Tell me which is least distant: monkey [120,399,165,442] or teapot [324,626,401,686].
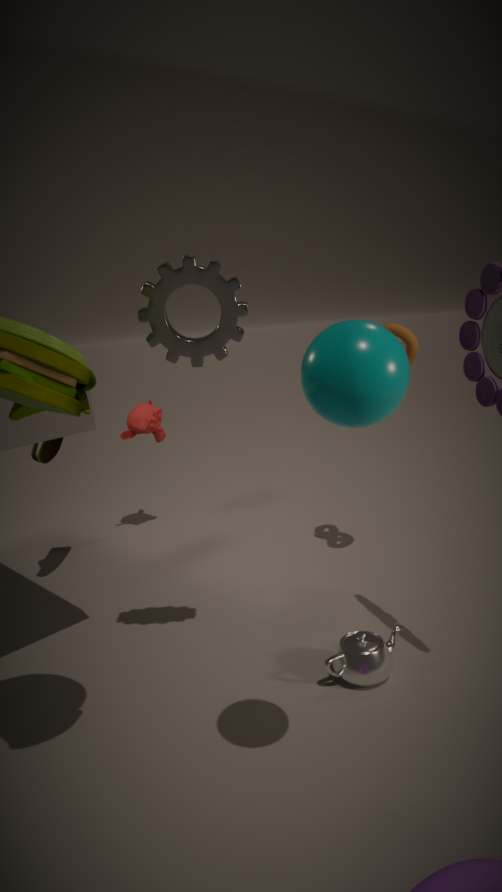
teapot [324,626,401,686]
